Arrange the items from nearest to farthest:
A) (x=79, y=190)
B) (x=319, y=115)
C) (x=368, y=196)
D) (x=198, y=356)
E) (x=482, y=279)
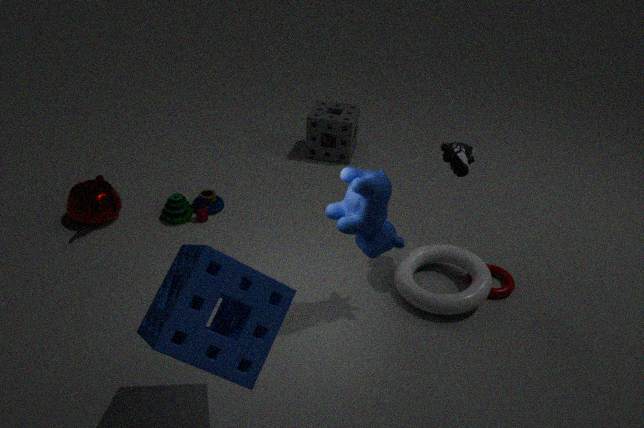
(x=198, y=356) → (x=368, y=196) → (x=482, y=279) → (x=79, y=190) → (x=319, y=115)
